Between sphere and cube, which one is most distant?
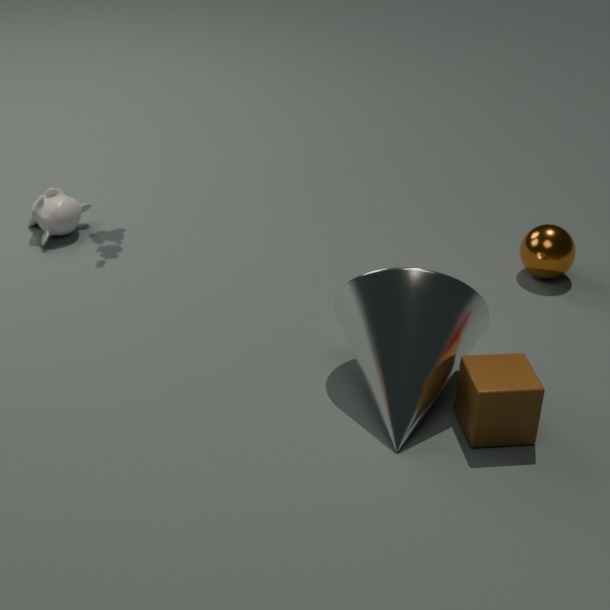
sphere
